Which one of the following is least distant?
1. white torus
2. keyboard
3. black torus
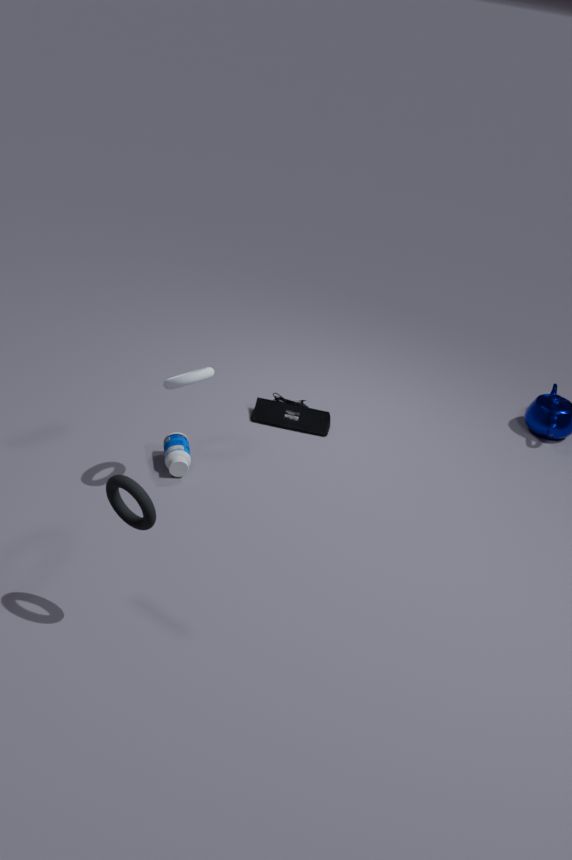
black torus
